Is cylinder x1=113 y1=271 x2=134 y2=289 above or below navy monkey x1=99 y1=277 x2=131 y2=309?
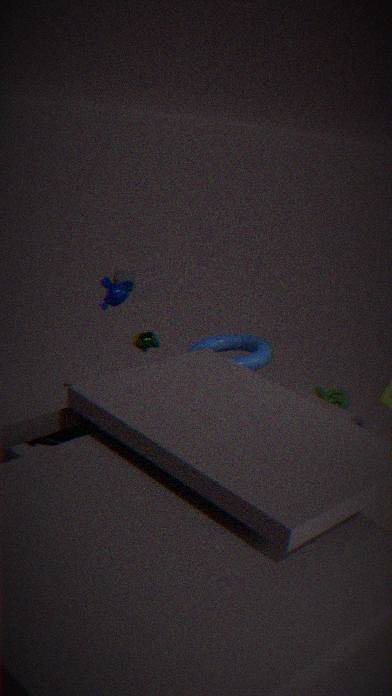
below
